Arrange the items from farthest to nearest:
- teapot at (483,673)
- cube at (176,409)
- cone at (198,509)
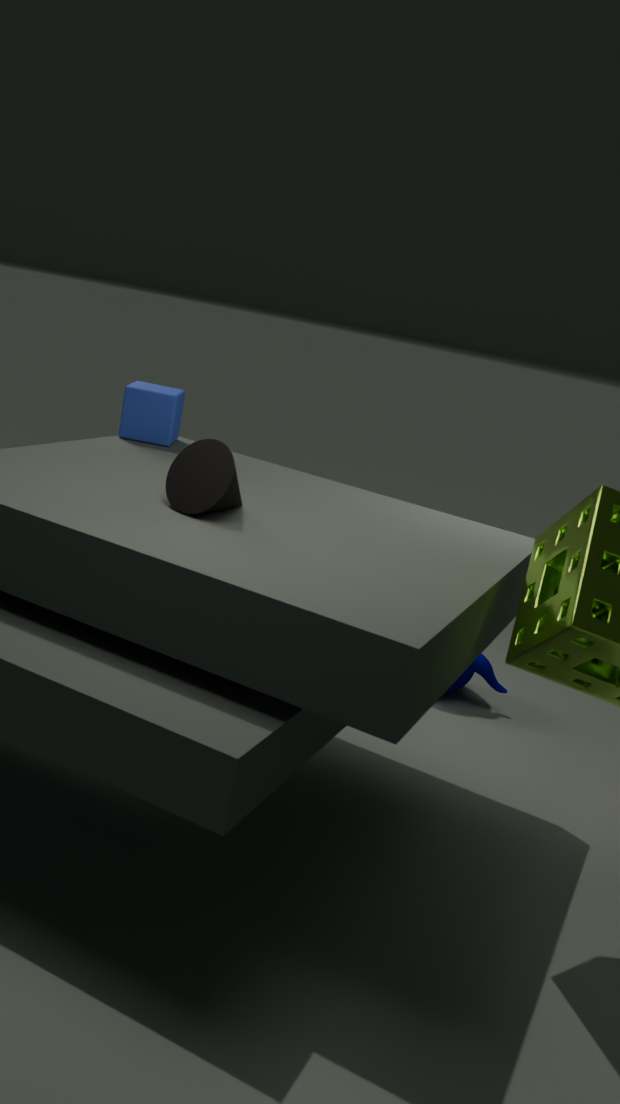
1. teapot at (483,673)
2. cube at (176,409)
3. cone at (198,509)
